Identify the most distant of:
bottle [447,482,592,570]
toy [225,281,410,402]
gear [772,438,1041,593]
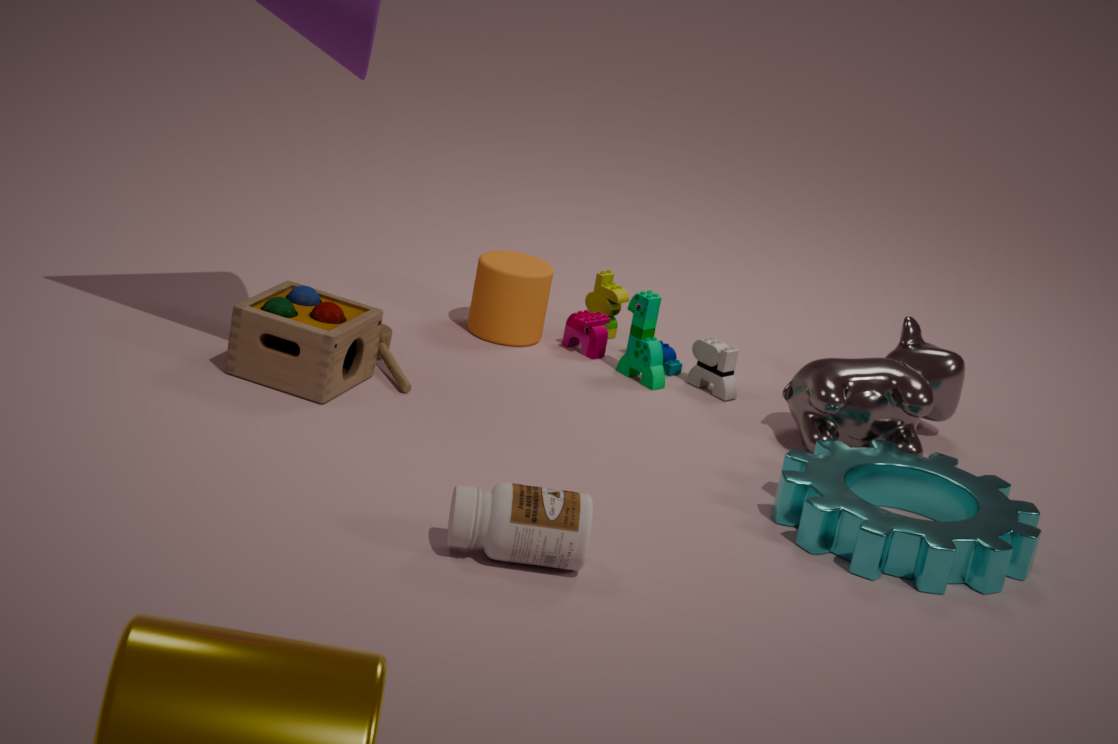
toy [225,281,410,402]
